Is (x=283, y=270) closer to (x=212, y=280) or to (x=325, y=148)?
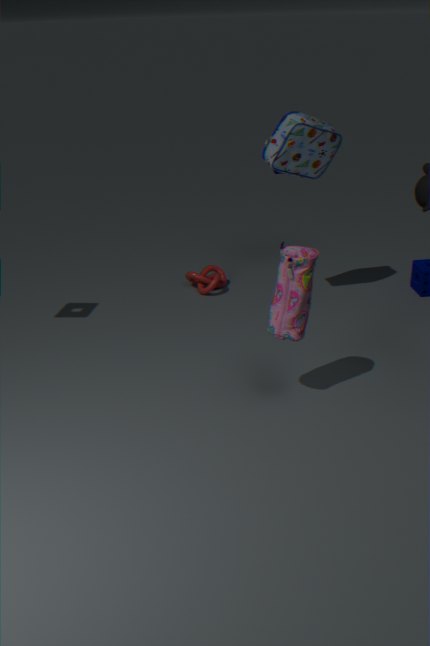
(x=325, y=148)
